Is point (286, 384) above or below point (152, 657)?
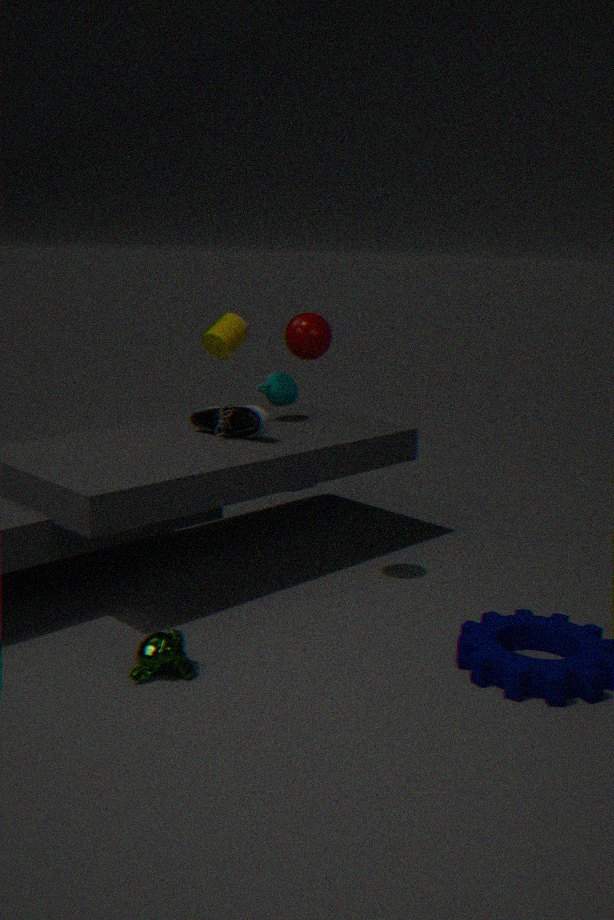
above
